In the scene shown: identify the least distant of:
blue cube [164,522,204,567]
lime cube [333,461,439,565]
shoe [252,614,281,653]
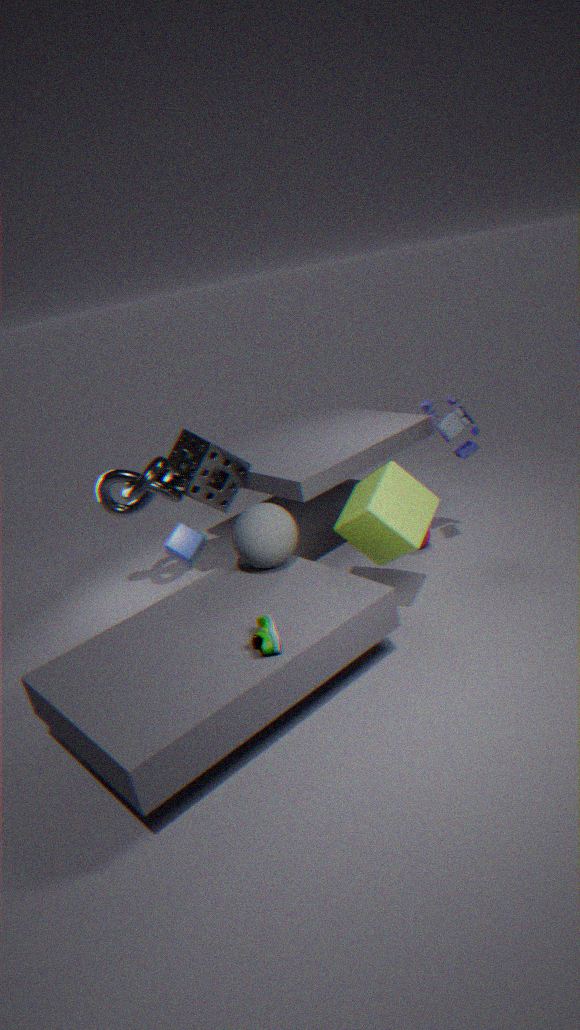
shoe [252,614,281,653]
